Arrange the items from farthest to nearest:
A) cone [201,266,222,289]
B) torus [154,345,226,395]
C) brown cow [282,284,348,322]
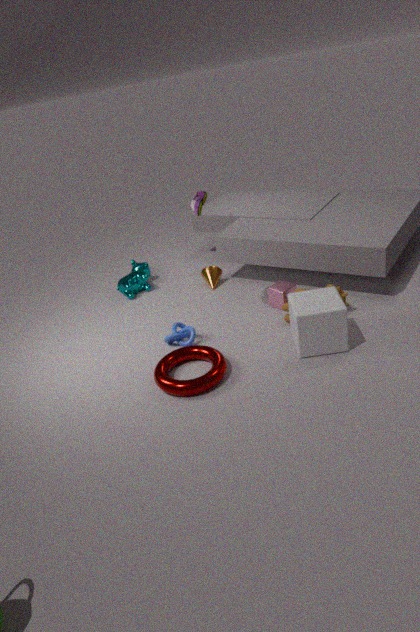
cone [201,266,222,289] < brown cow [282,284,348,322] < torus [154,345,226,395]
